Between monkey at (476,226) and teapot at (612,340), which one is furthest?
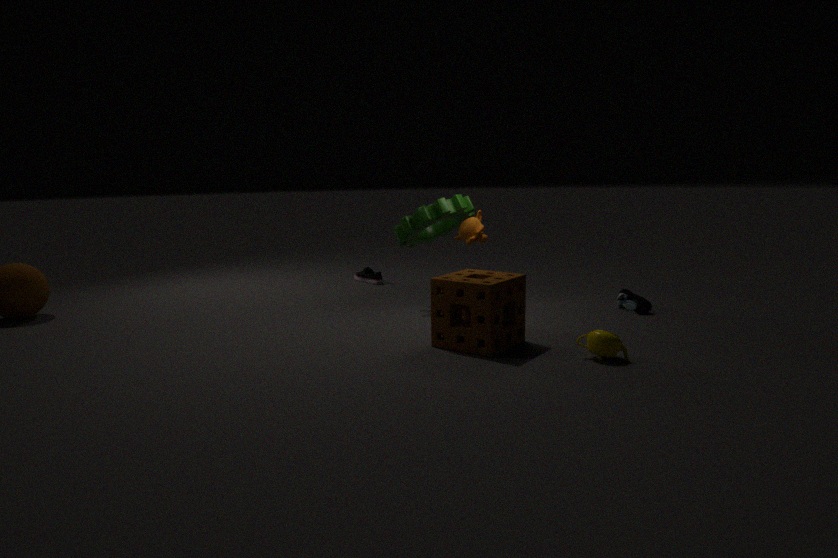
monkey at (476,226)
